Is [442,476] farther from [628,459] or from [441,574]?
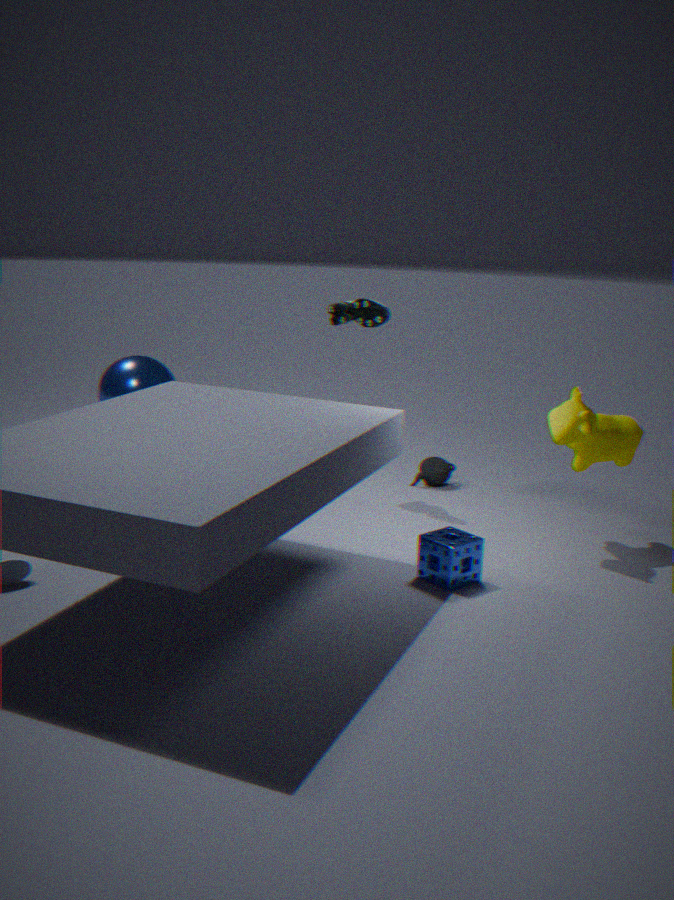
[441,574]
